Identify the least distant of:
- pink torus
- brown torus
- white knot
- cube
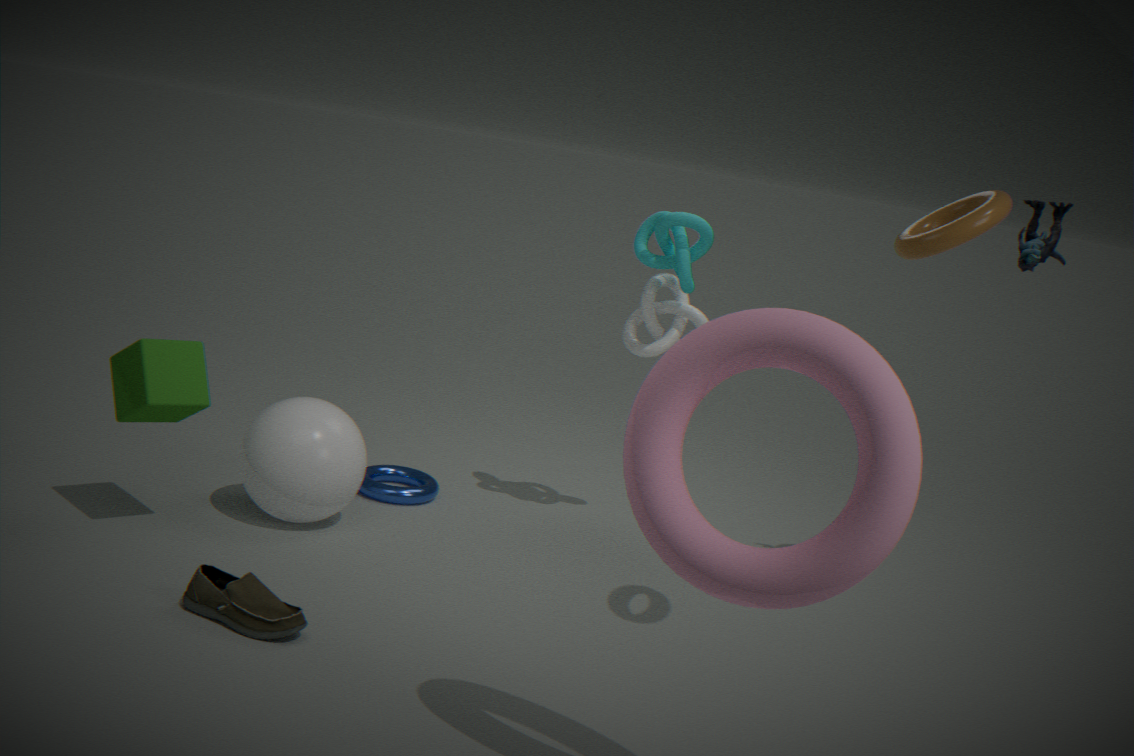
pink torus
